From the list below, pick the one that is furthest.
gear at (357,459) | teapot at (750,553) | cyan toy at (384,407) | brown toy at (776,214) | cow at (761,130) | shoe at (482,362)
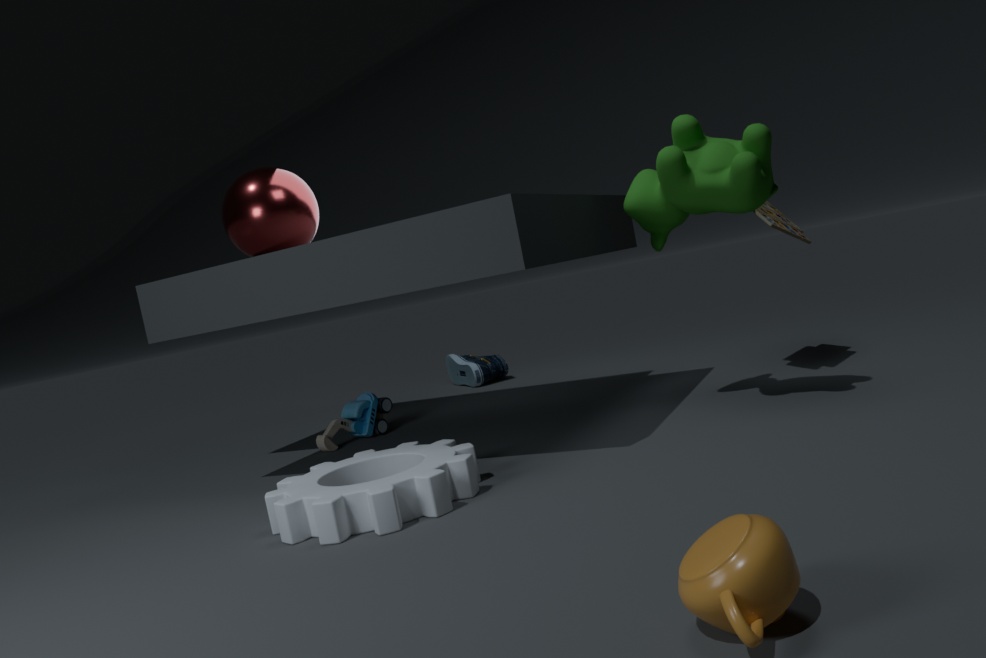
shoe at (482,362)
